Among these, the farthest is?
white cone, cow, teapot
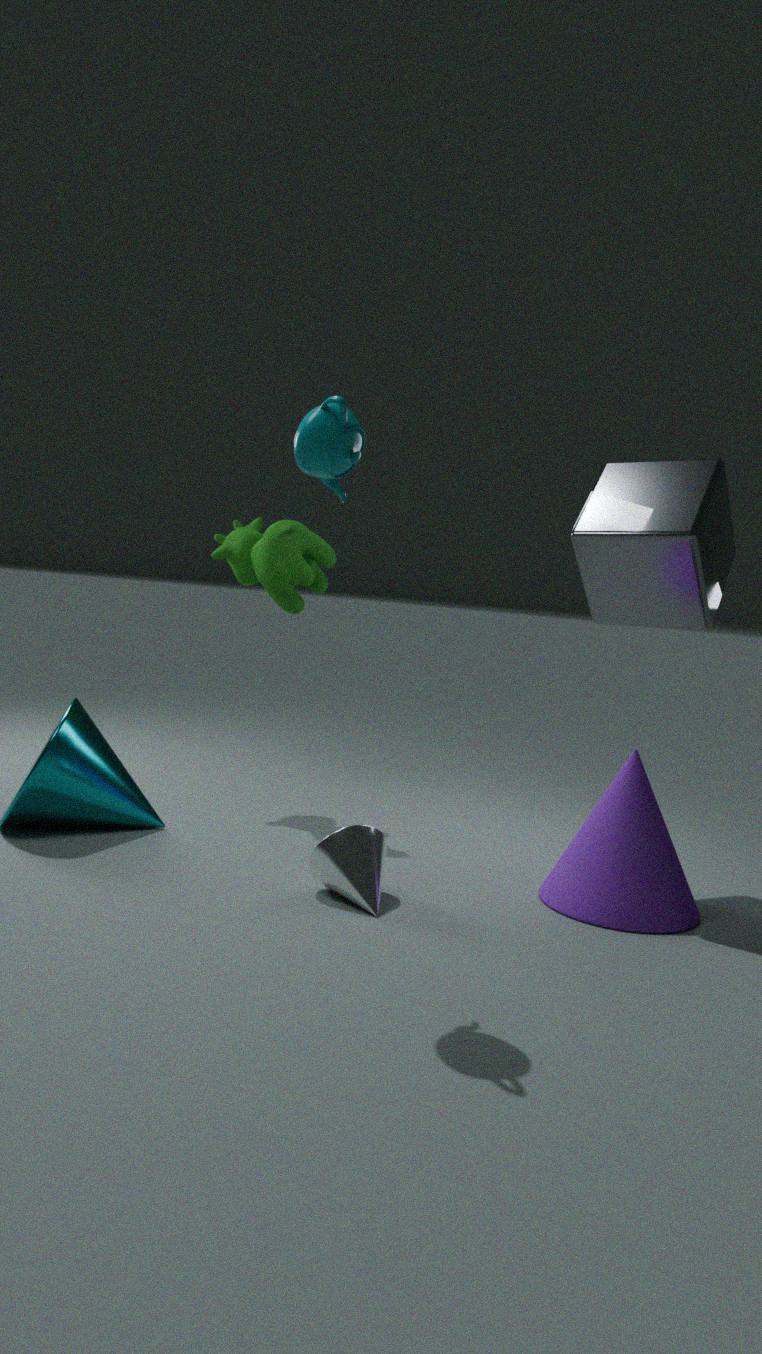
cow
